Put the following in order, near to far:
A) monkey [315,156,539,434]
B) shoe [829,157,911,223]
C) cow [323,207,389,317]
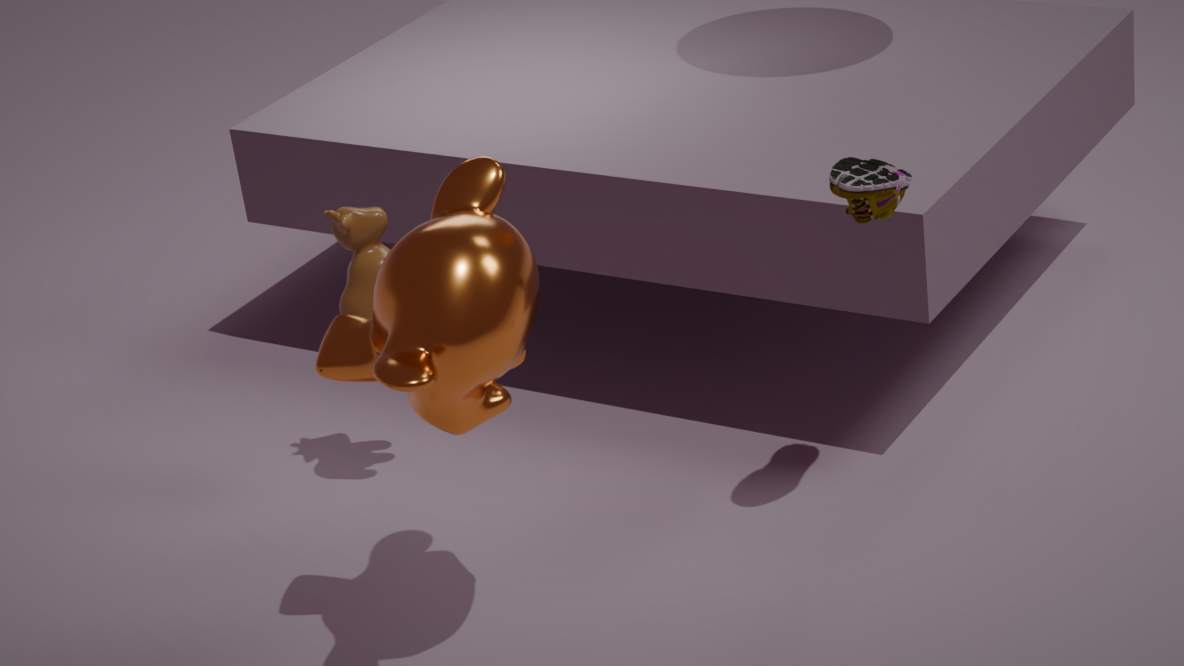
monkey [315,156,539,434] → shoe [829,157,911,223] → cow [323,207,389,317]
